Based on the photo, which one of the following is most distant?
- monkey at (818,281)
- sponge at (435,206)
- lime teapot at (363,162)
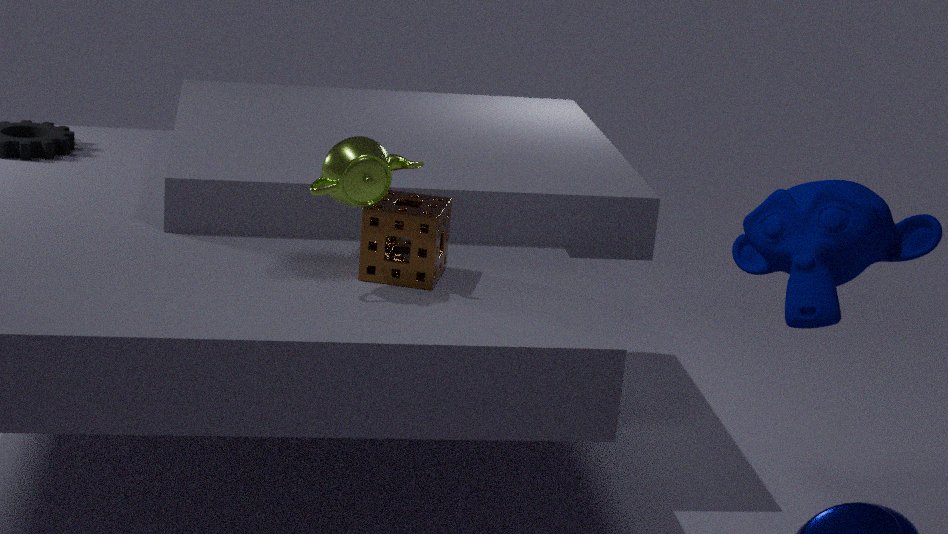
sponge at (435,206)
